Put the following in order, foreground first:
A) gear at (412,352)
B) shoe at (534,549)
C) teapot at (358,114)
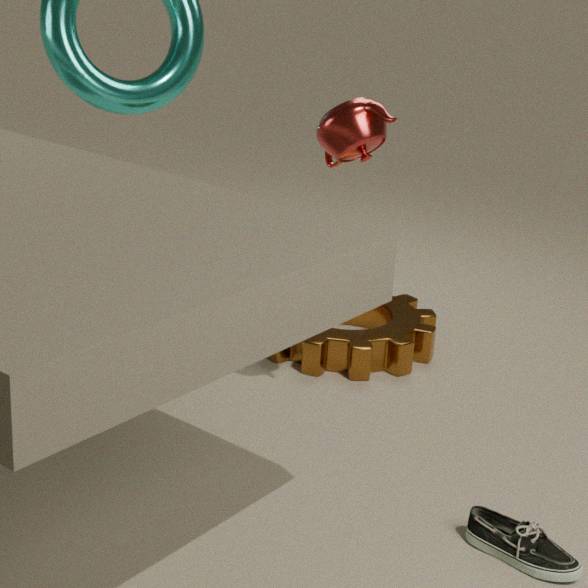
1. shoe at (534,549)
2. teapot at (358,114)
3. gear at (412,352)
